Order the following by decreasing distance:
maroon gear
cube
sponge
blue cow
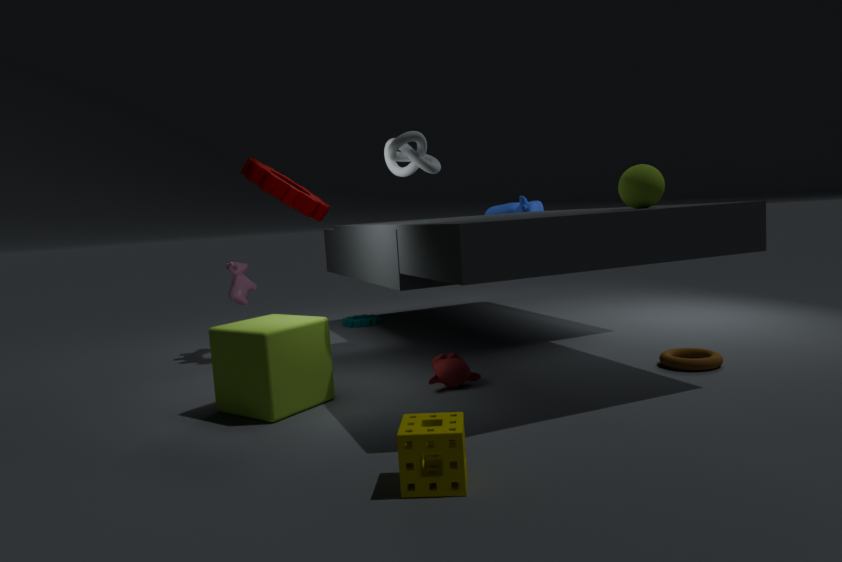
1. blue cow
2. maroon gear
3. cube
4. sponge
